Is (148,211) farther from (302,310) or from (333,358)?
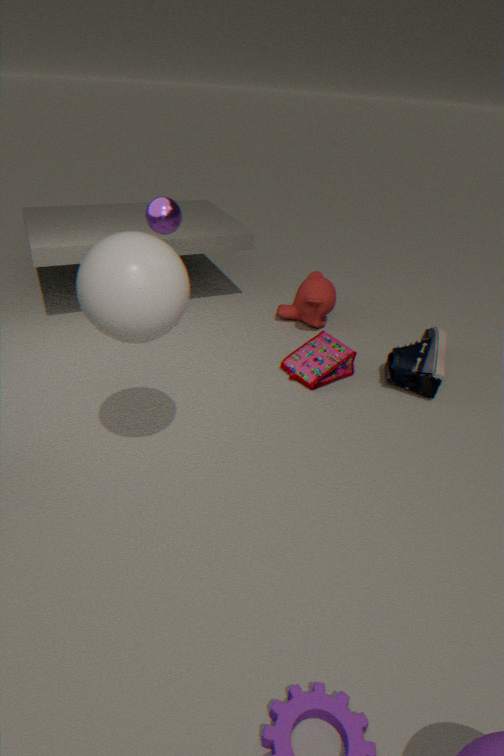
(302,310)
